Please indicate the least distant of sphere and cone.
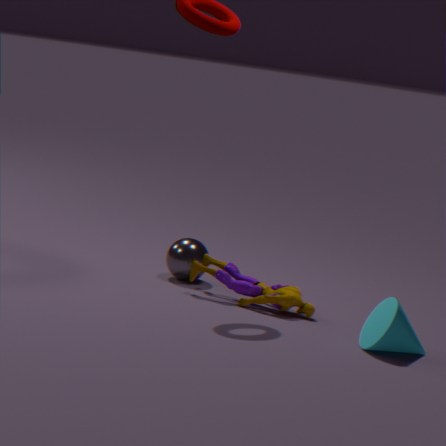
cone
